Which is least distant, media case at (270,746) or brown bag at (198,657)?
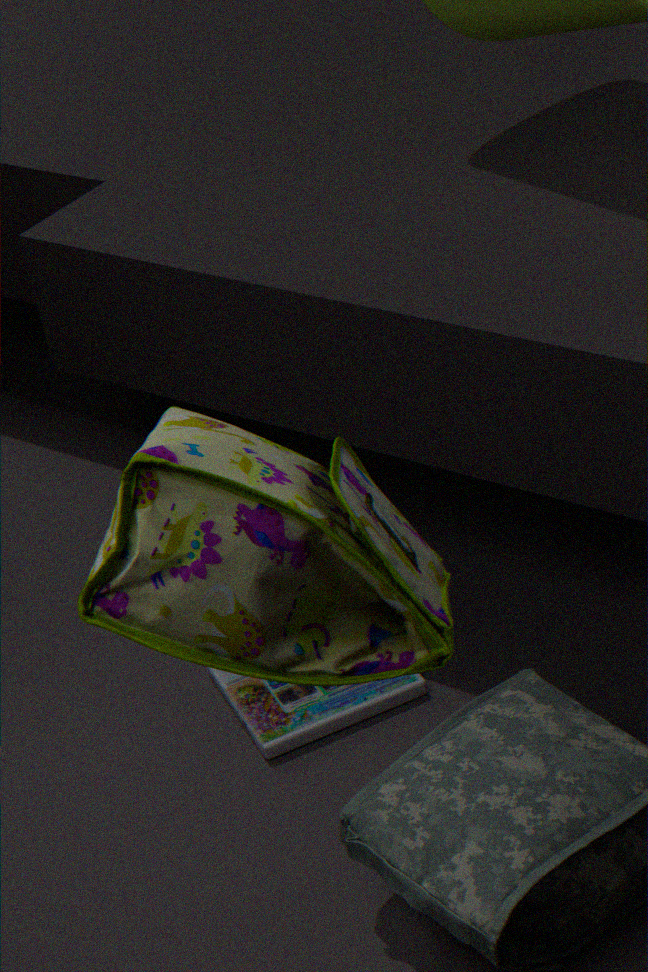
brown bag at (198,657)
